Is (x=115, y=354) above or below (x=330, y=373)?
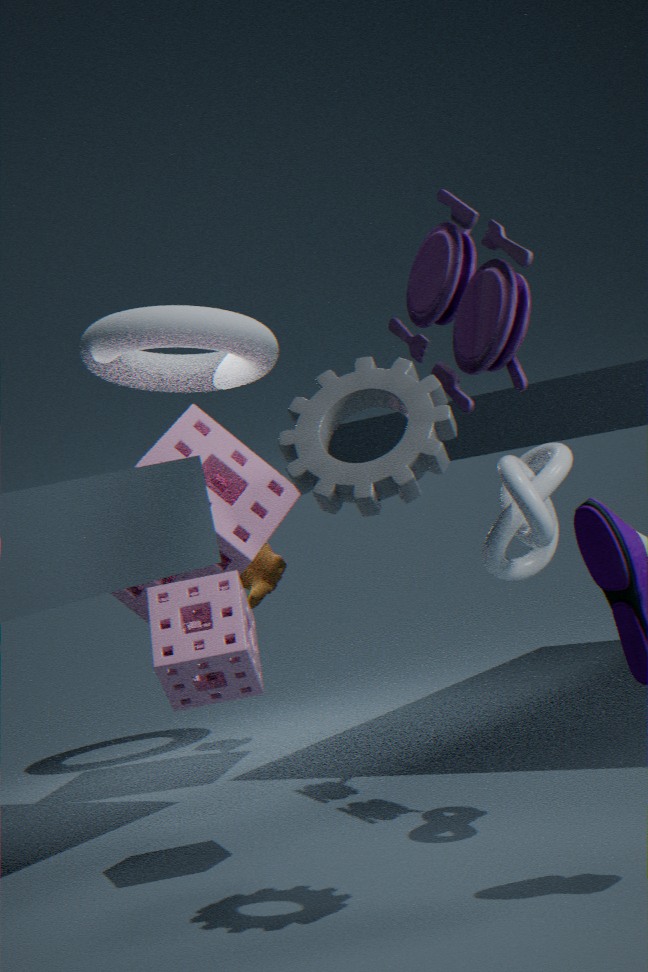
above
